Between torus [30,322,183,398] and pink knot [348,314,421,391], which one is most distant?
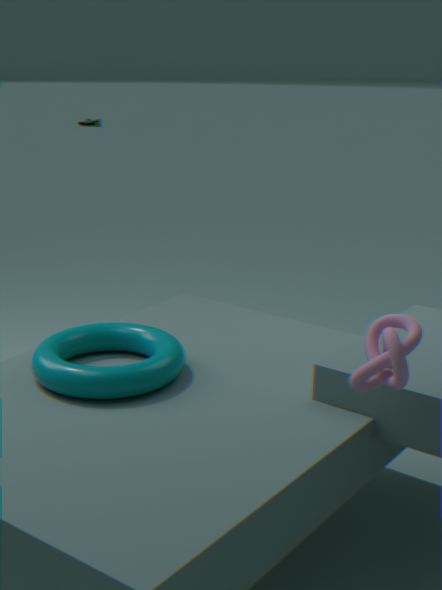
torus [30,322,183,398]
